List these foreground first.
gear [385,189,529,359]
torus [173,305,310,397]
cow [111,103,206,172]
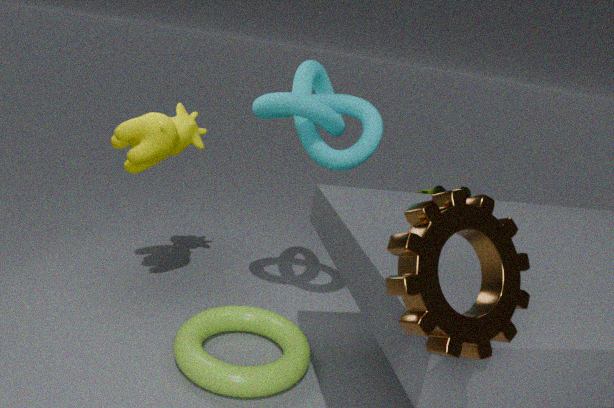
gear [385,189,529,359]
torus [173,305,310,397]
cow [111,103,206,172]
